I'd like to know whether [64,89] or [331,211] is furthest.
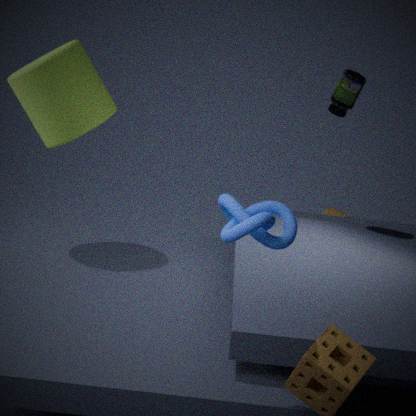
[331,211]
